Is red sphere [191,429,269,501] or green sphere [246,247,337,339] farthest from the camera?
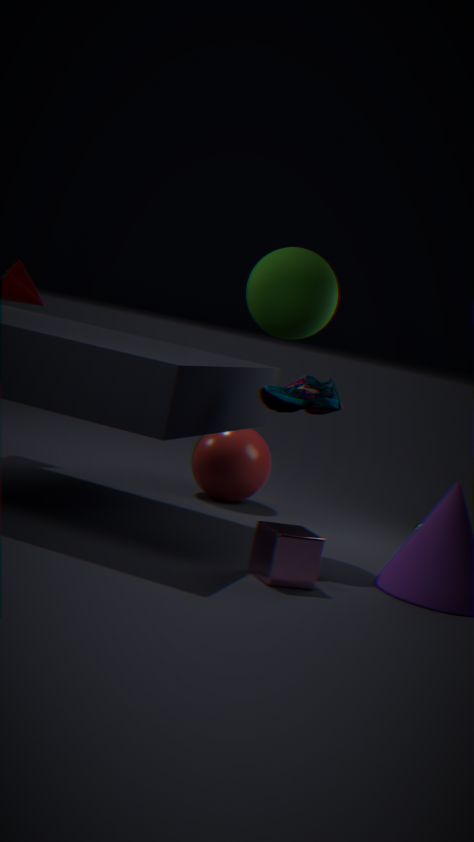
red sphere [191,429,269,501]
